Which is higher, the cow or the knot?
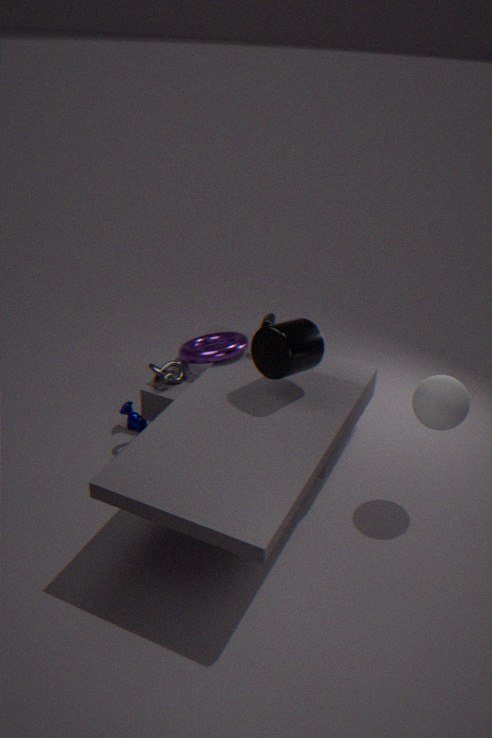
the knot
